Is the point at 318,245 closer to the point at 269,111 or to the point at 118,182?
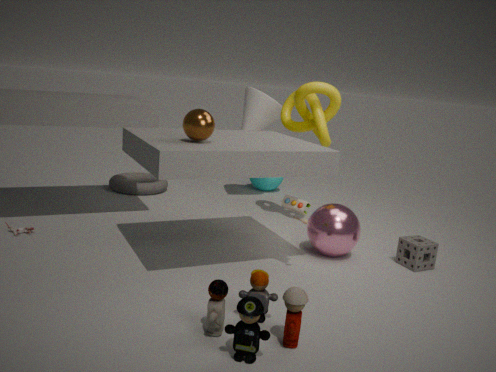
the point at 269,111
